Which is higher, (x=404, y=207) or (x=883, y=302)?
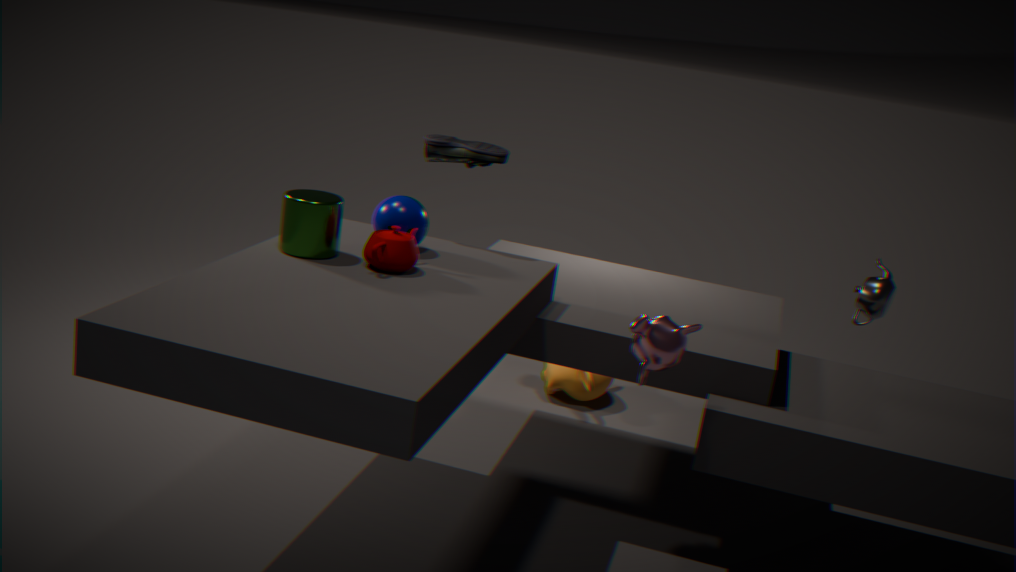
(x=404, y=207)
